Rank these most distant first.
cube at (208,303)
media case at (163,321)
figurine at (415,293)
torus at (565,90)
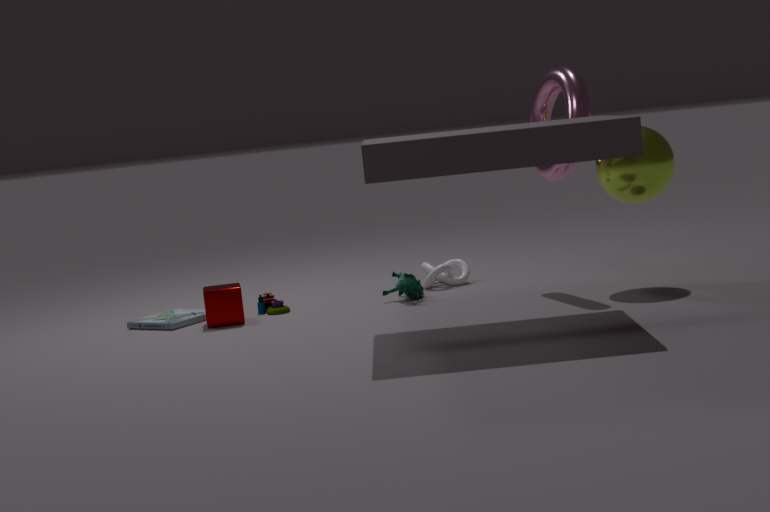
1. figurine at (415,293)
2. media case at (163,321)
3. cube at (208,303)
4. torus at (565,90)
